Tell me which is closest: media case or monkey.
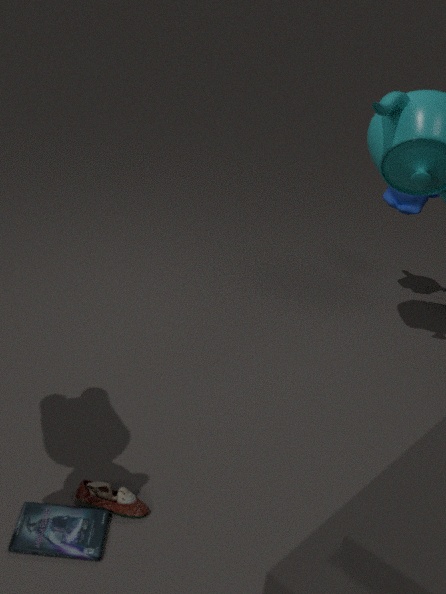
media case
